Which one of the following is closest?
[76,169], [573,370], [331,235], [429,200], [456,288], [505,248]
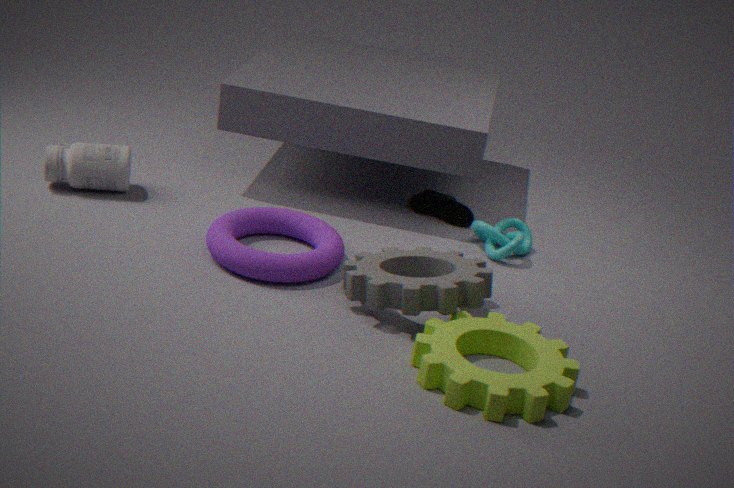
[573,370]
